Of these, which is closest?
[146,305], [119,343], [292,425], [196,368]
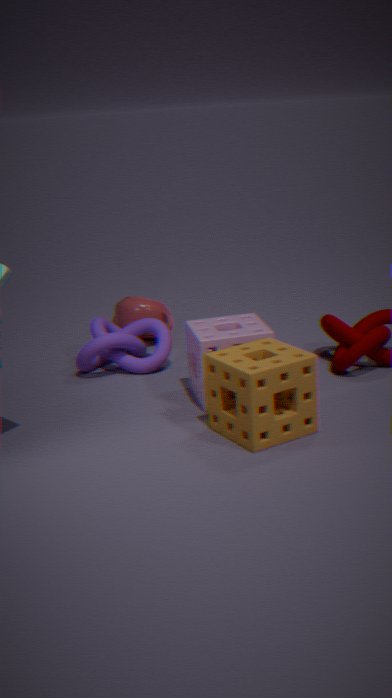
[292,425]
